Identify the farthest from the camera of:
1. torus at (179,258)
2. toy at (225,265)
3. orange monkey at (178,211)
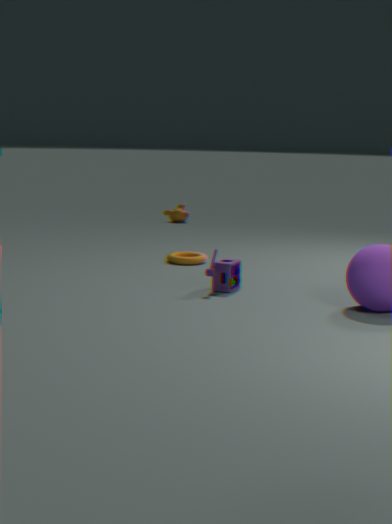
orange monkey at (178,211)
